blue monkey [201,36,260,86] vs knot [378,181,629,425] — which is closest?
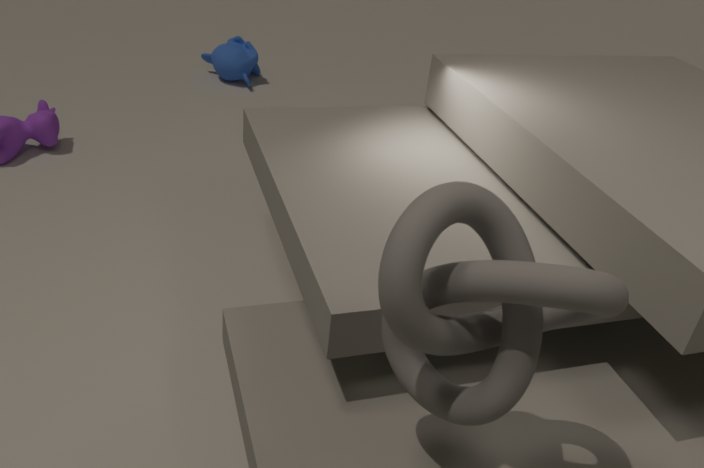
knot [378,181,629,425]
